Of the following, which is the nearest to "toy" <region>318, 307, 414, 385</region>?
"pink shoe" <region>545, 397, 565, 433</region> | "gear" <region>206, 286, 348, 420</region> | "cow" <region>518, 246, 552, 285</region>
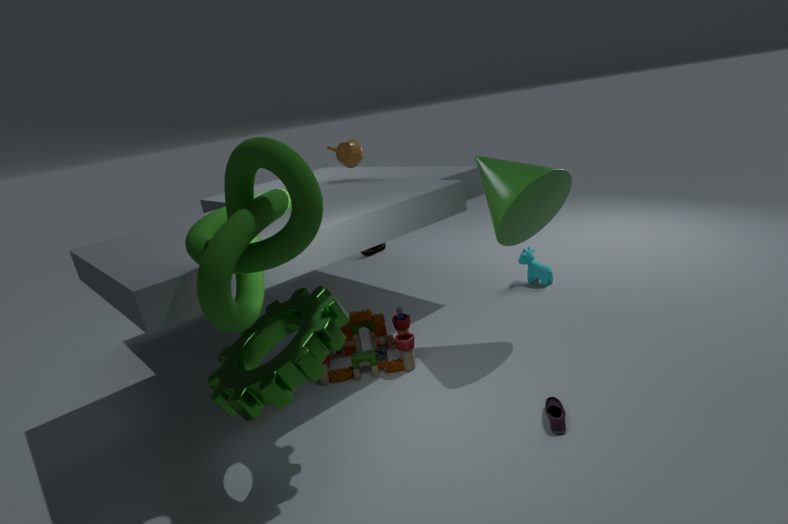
"gear" <region>206, 286, 348, 420</region>
